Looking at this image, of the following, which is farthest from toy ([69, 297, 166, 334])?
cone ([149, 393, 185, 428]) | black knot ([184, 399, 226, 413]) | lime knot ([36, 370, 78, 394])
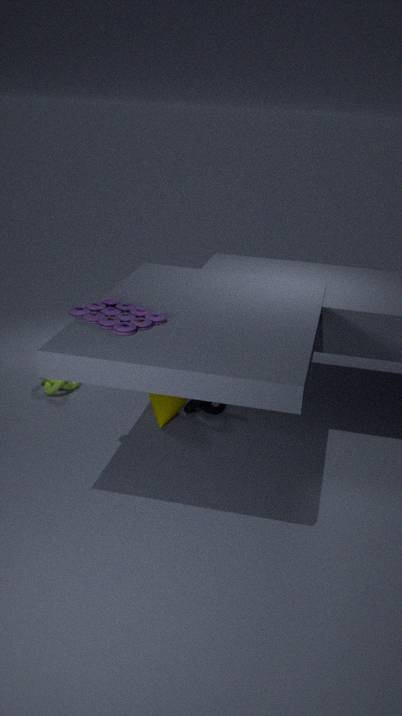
lime knot ([36, 370, 78, 394])
